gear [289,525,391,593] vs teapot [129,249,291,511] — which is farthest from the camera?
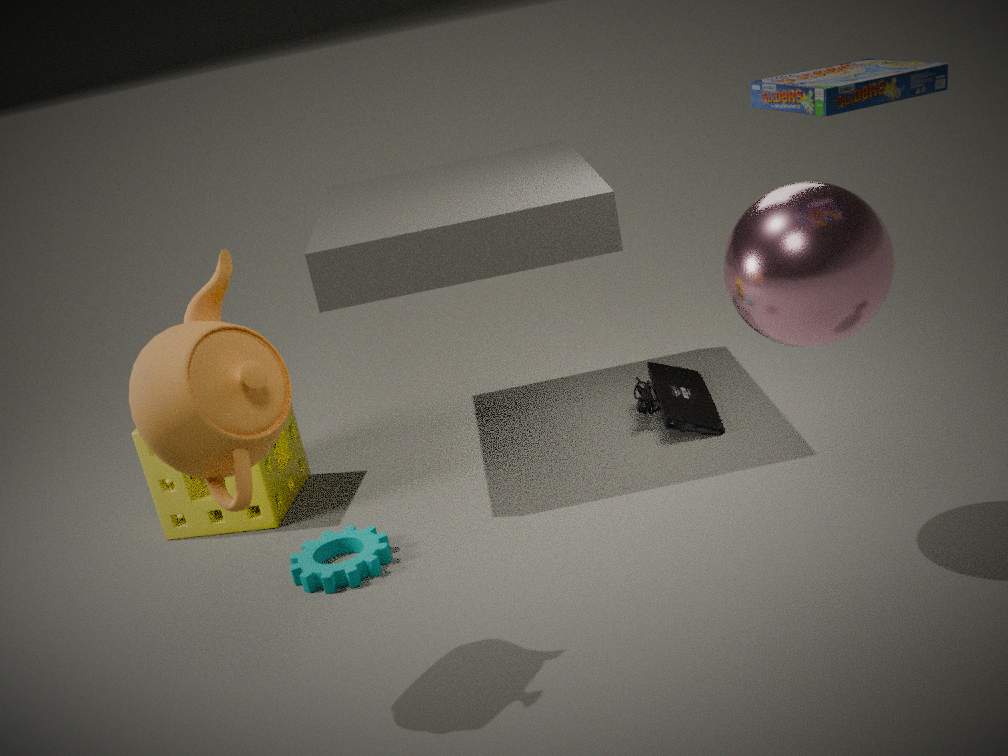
gear [289,525,391,593]
